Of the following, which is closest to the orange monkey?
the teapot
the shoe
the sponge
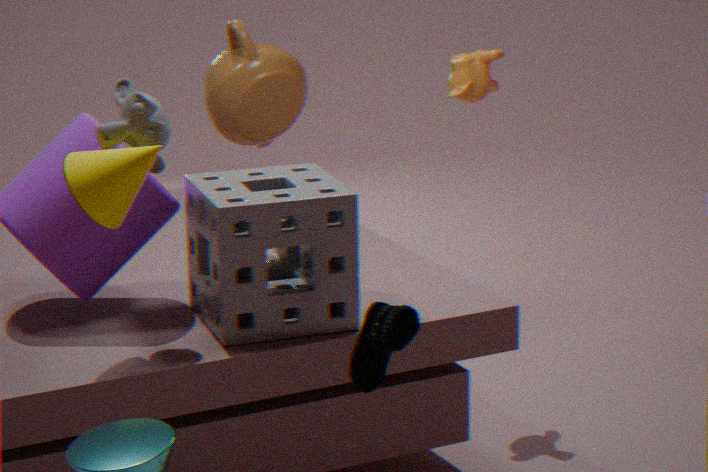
the teapot
